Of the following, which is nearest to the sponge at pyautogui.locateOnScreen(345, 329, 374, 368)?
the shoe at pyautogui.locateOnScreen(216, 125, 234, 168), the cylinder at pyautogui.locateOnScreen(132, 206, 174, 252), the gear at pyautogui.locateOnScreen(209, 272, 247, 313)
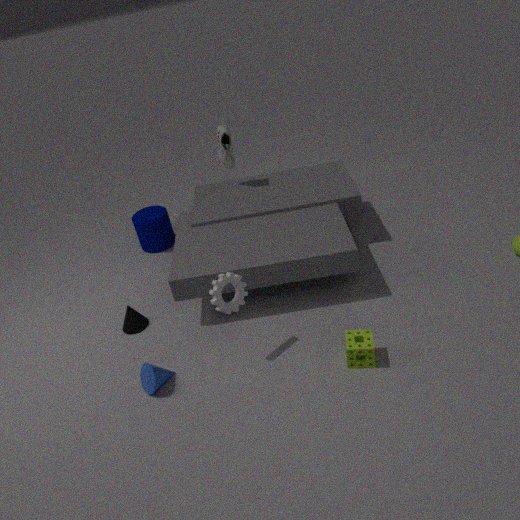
the gear at pyautogui.locateOnScreen(209, 272, 247, 313)
